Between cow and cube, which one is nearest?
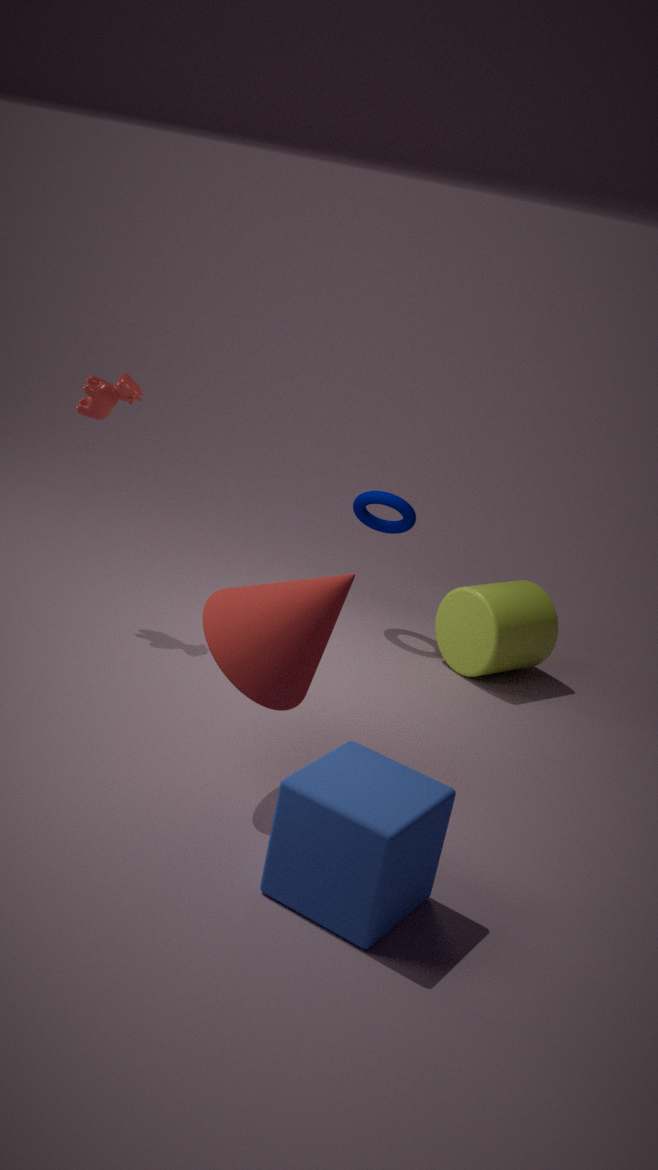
cube
